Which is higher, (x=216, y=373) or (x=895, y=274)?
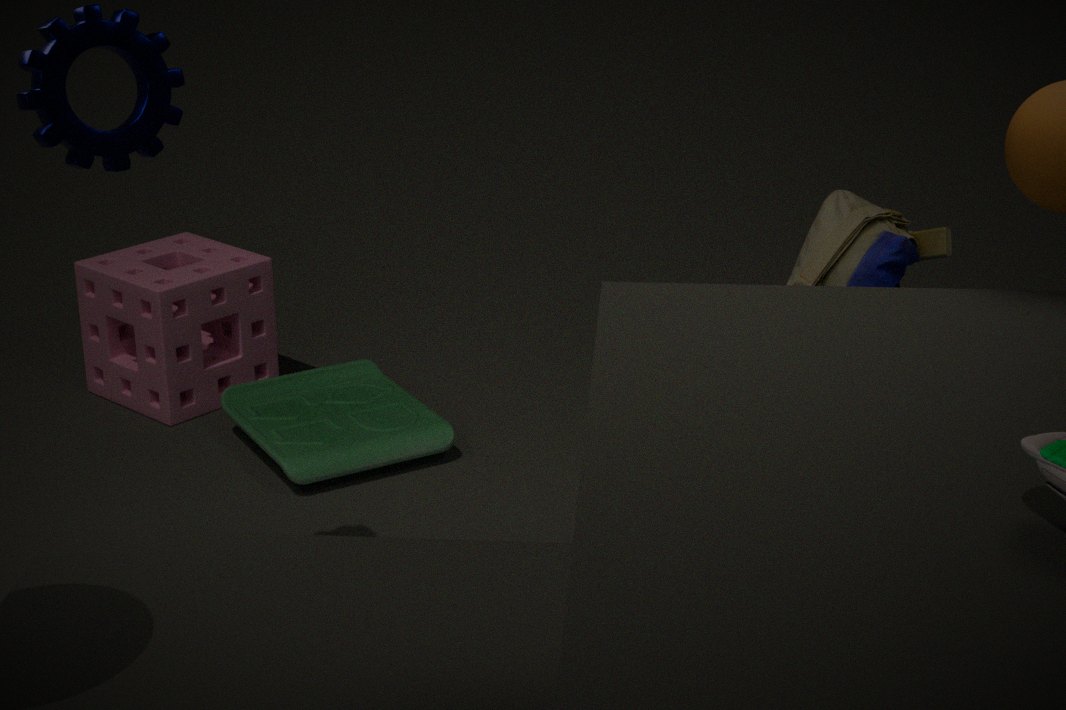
(x=895, y=274)
